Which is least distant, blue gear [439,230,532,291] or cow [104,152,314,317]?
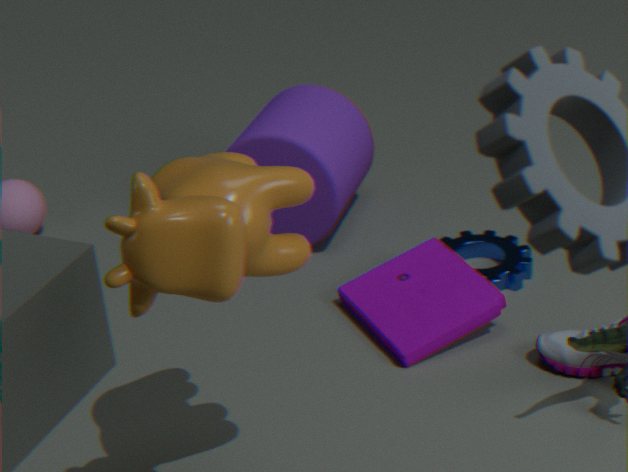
cow [104,152,314,317]
